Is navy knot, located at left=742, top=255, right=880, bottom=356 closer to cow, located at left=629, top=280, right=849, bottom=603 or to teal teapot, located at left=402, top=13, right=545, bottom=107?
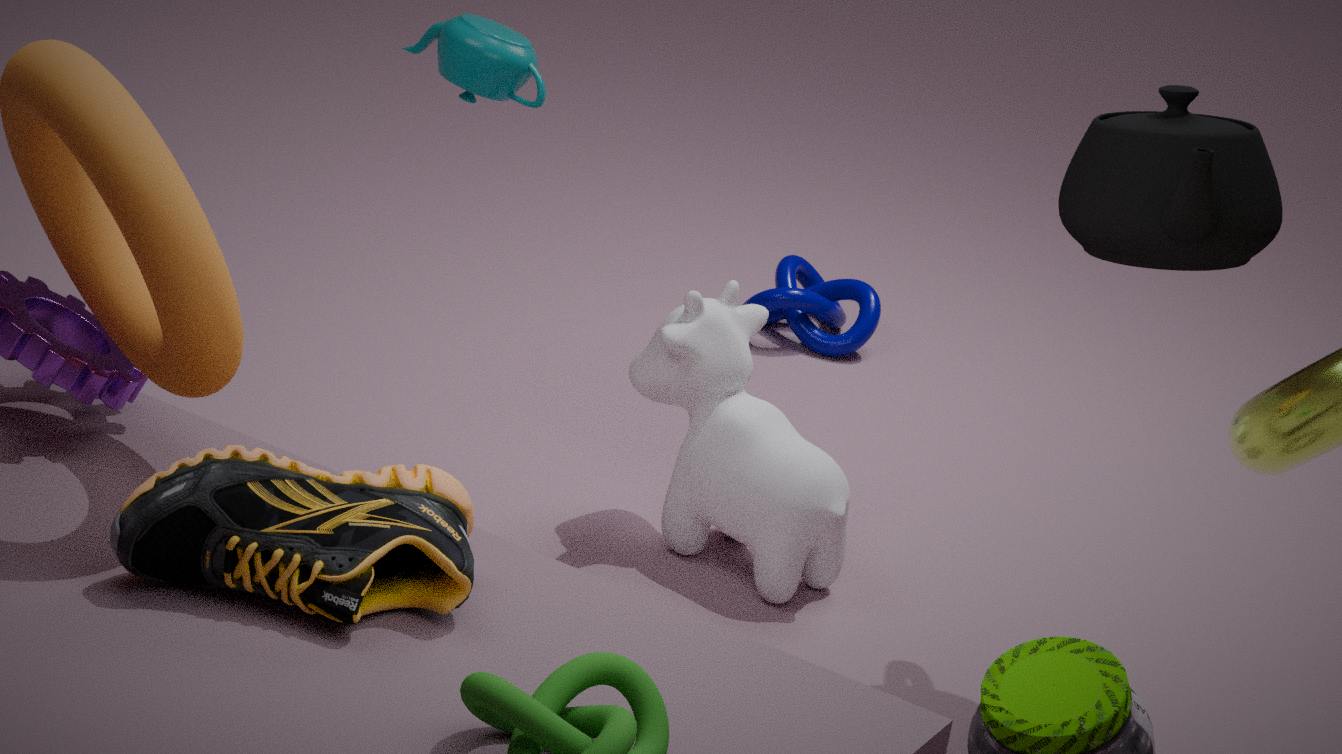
cow, located at left=629, top=280, right=849, bottom=603
